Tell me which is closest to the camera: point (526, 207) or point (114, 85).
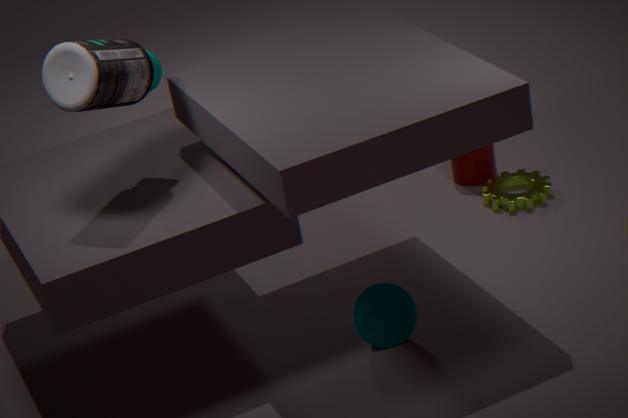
point (114, 85)
